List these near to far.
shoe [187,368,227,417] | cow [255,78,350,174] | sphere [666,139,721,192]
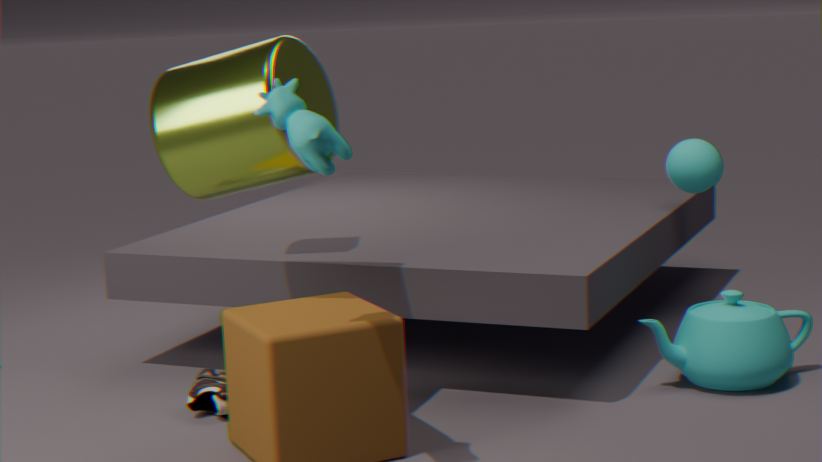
1. cow [255,78,350,174]
2. shoe [187,368,227,417]
3. sphere [666,139,721,192]
